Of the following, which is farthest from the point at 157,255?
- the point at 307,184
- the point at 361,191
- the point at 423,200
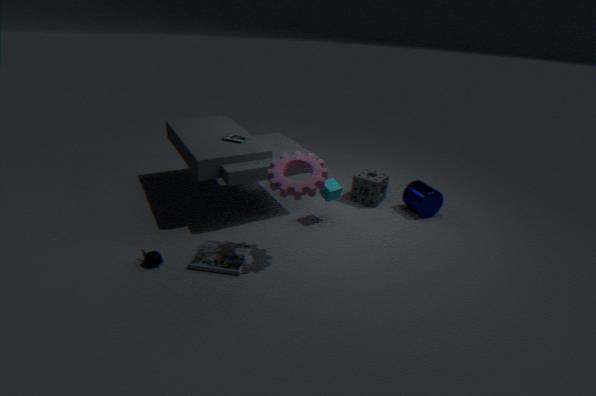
the point at 423,200
